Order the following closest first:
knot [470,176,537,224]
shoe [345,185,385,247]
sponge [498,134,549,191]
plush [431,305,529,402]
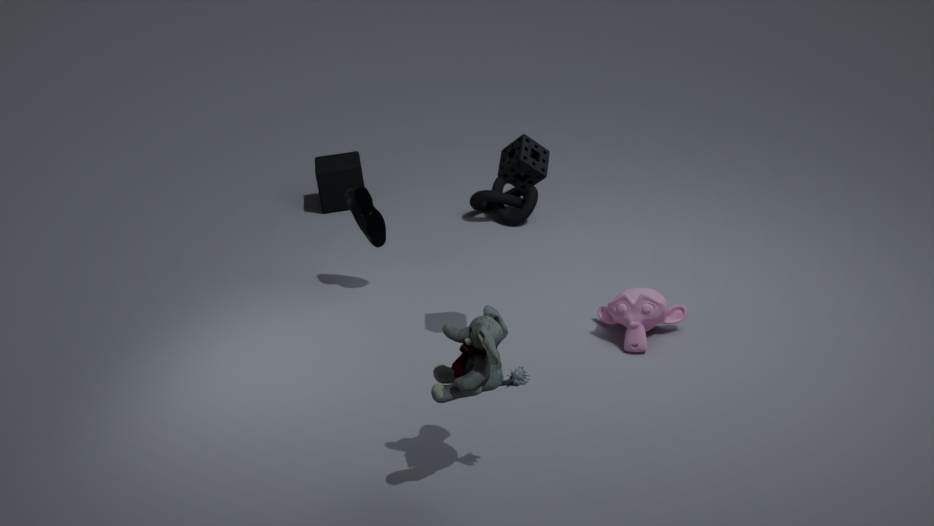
plush [431,305,529,402]
sponge [498,134,549,191]
shoe [345,185,385,247]
knot [470,176,537,224]
